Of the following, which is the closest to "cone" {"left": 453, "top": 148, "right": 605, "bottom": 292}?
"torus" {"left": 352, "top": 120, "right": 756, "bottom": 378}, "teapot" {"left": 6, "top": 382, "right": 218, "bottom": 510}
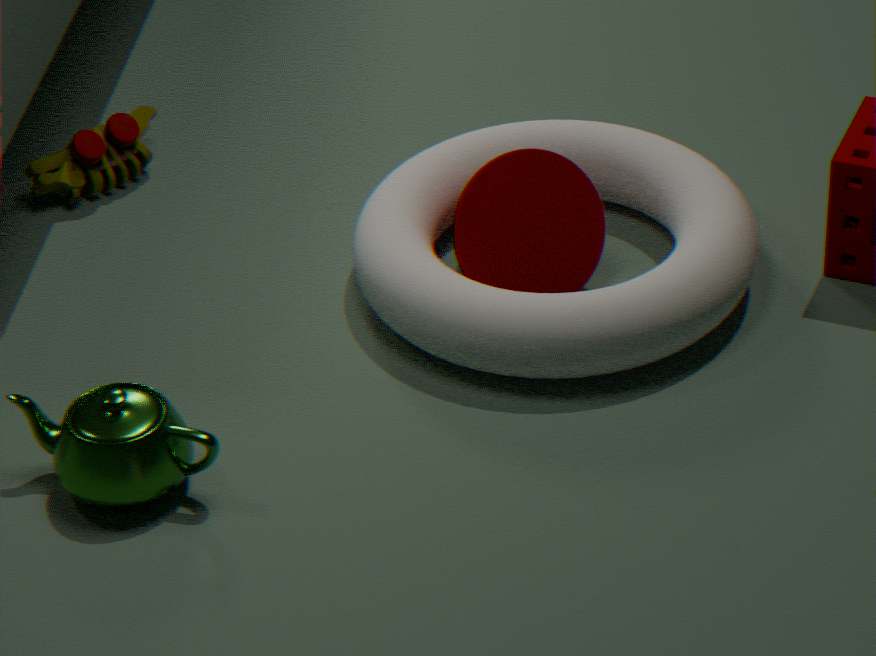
"torus" {"left": 352, "top": 120, "right": 756, "bottom": 378}
